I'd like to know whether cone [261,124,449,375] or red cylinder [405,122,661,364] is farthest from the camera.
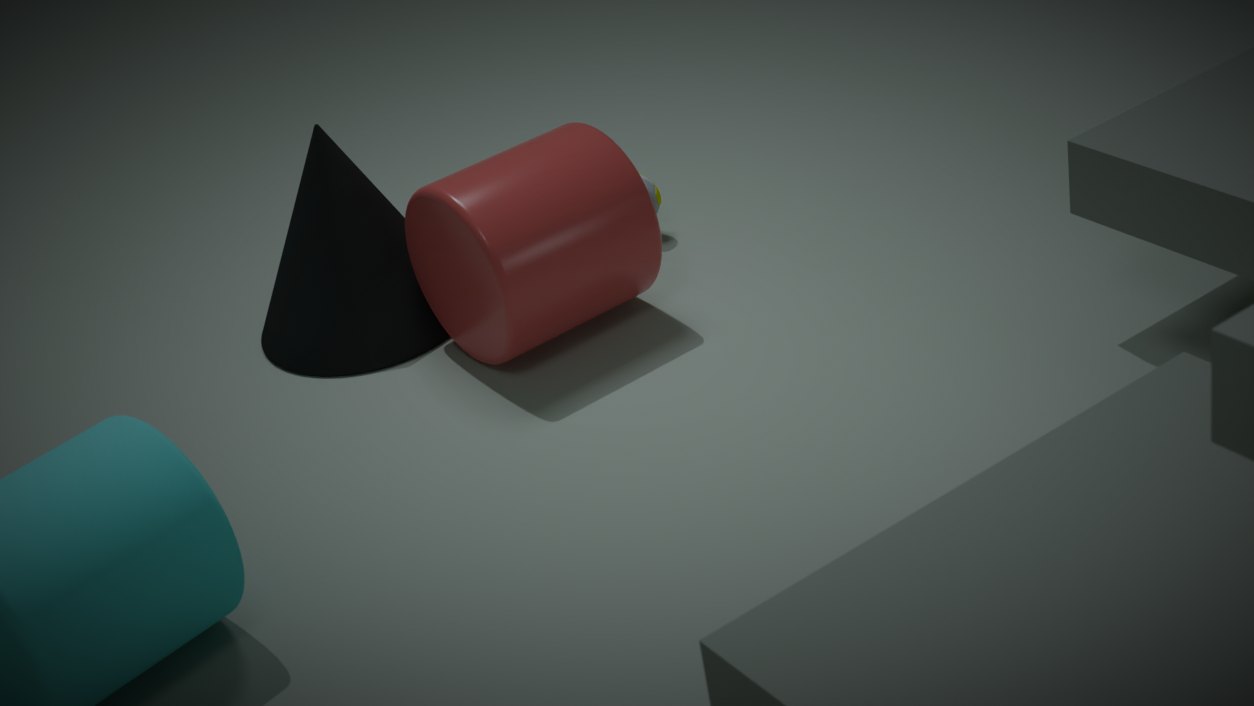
cone [261,124,449,375]
